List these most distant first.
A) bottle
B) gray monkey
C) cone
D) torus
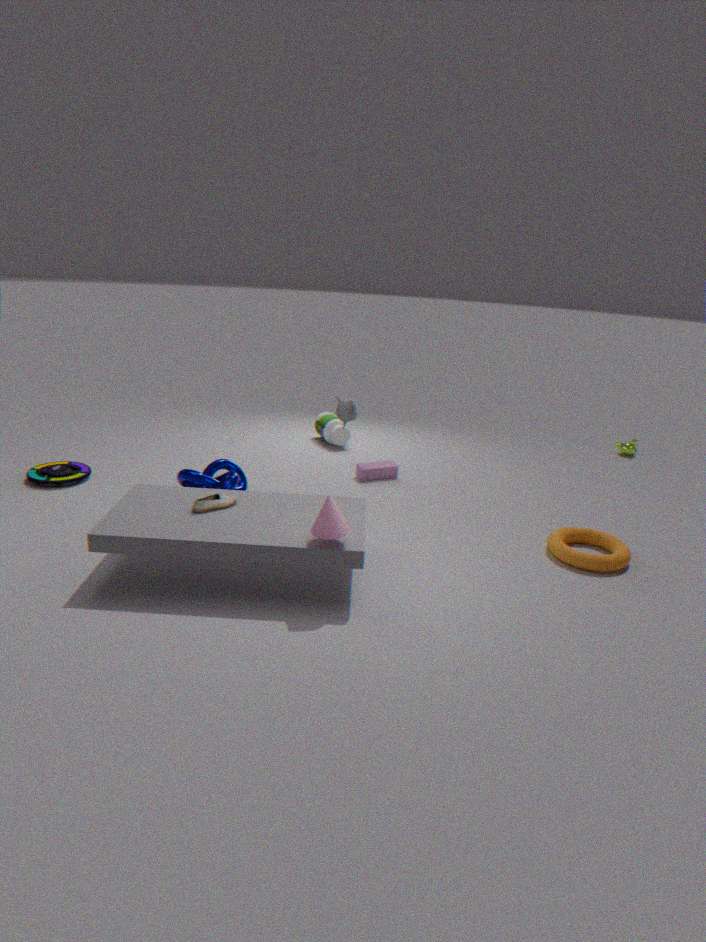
1. bottle
2. gray monkey
3. torus
4. cone
